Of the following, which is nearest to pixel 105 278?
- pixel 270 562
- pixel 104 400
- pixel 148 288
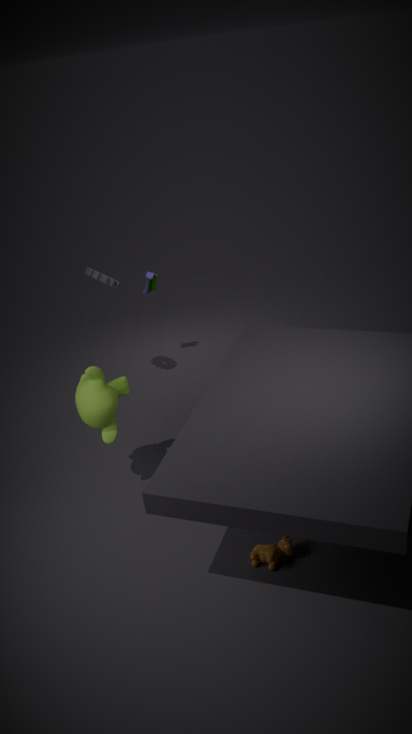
pixel 148 288
